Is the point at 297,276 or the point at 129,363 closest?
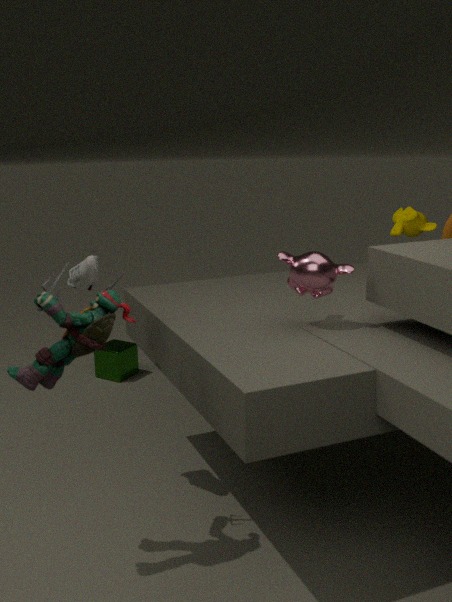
the point at 297,276
